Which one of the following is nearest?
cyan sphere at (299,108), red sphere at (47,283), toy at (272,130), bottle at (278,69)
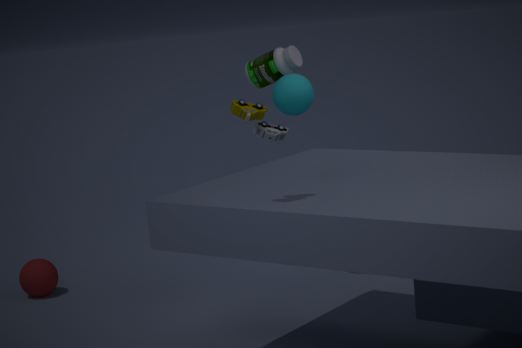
toy at (272,130)
